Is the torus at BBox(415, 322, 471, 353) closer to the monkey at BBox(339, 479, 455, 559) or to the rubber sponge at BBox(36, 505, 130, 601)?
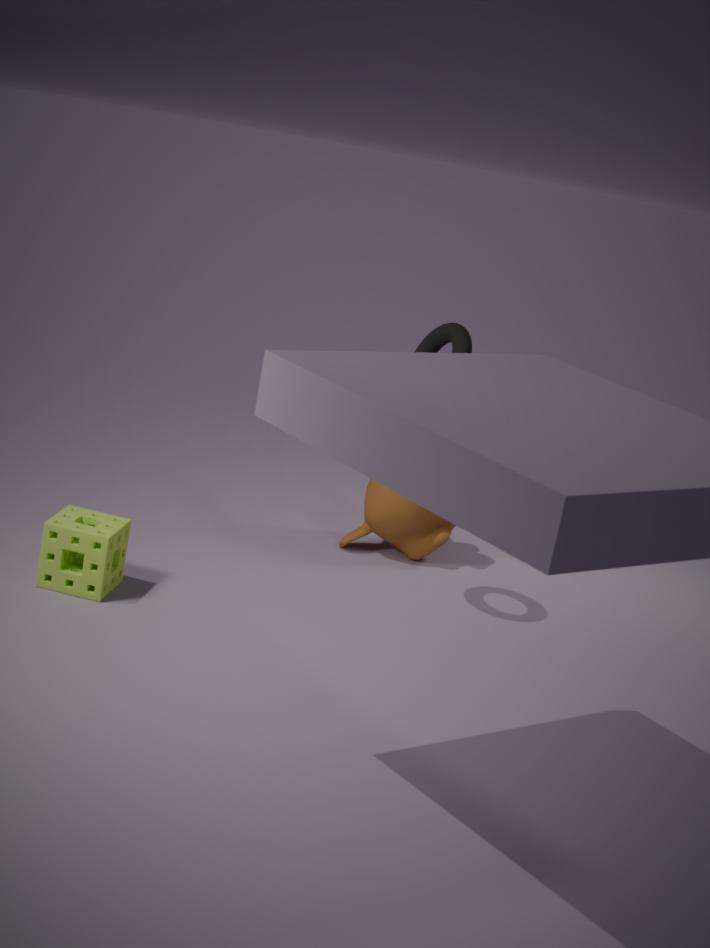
the monkey at BBox(339, 479, 455, 559)
